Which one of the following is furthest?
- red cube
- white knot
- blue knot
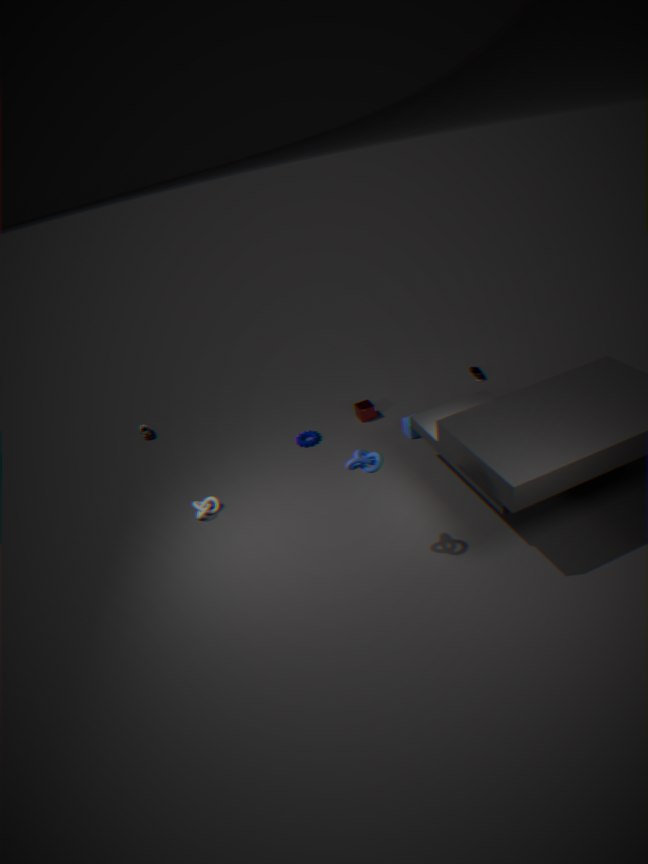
red cube
